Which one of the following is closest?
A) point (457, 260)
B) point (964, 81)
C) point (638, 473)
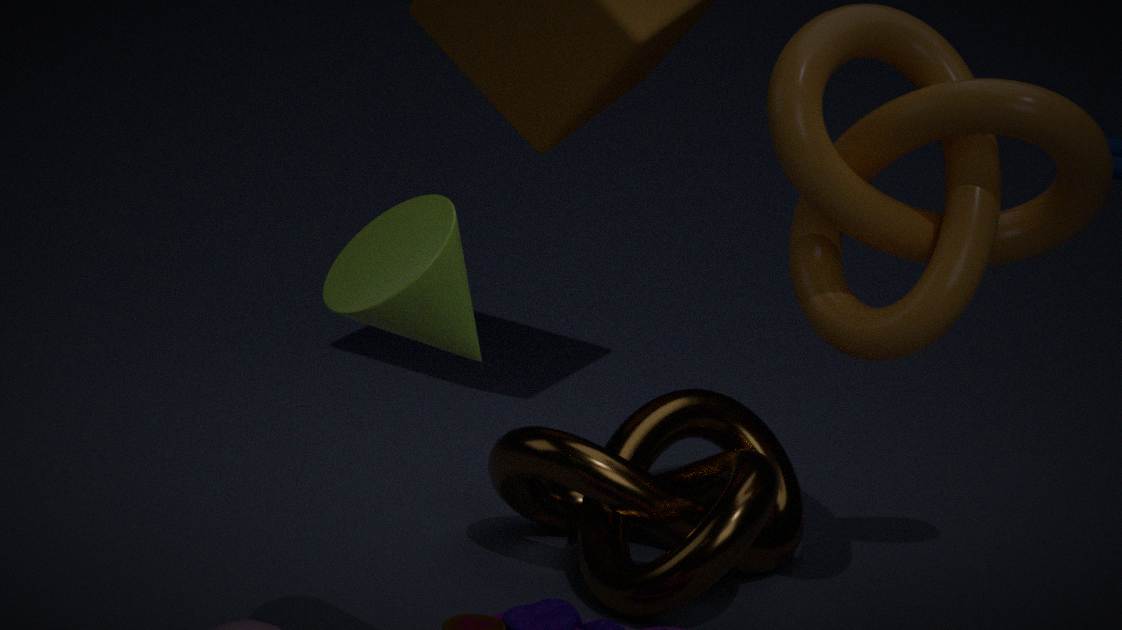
point (457, 260)
